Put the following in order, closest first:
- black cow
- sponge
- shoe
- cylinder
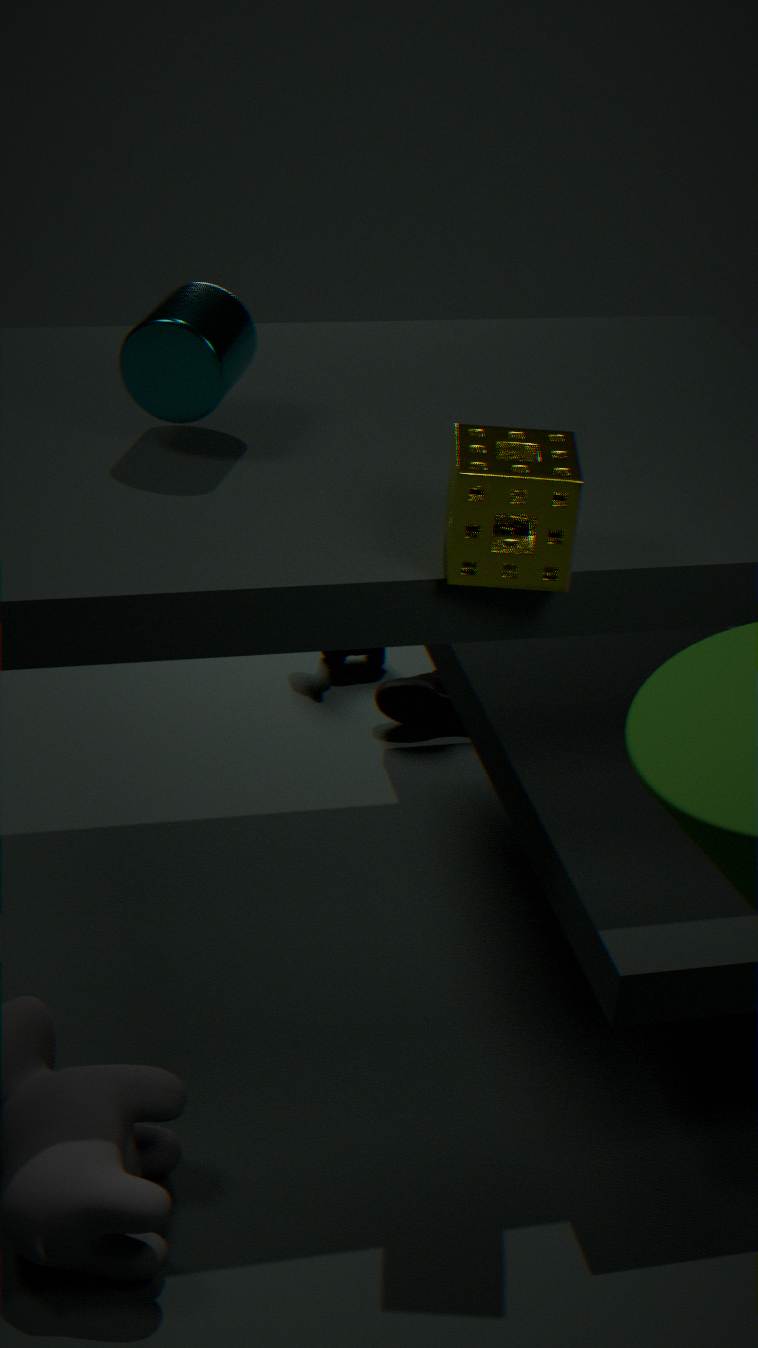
sponge
cylinder
shoe
black cow
